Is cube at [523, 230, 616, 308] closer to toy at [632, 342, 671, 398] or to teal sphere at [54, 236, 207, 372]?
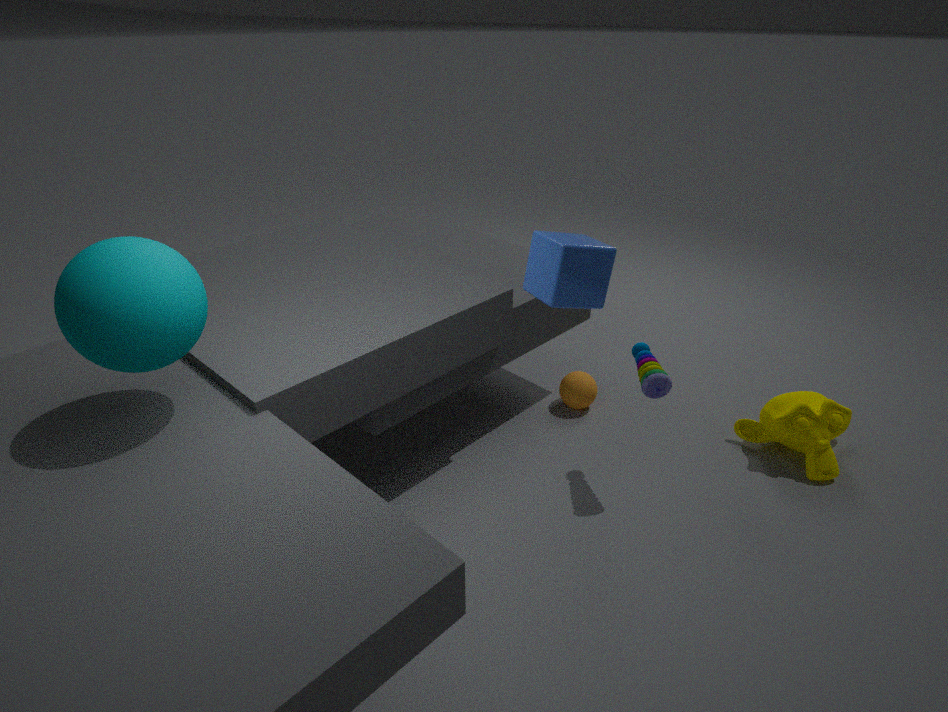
toy at [632, 342, 671, 398]
